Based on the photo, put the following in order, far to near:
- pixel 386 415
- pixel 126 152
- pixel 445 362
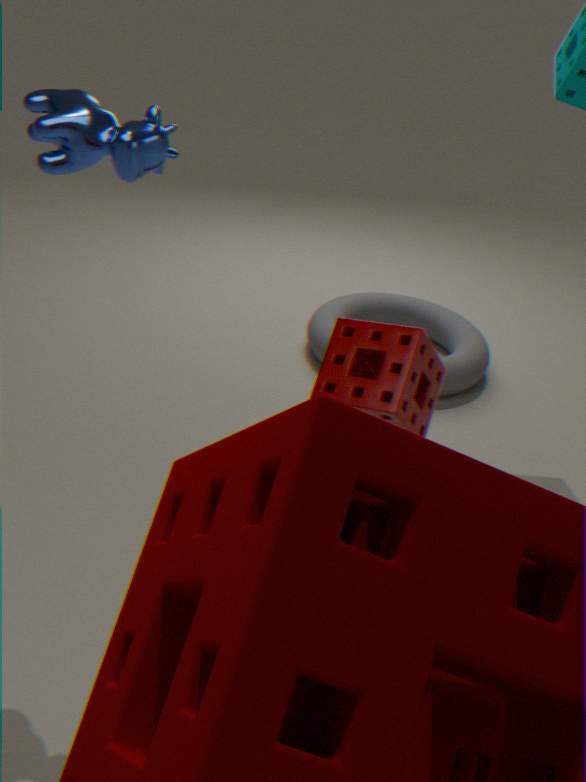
pixel 445 362 → pixel 386 415 → pixel 126 152
